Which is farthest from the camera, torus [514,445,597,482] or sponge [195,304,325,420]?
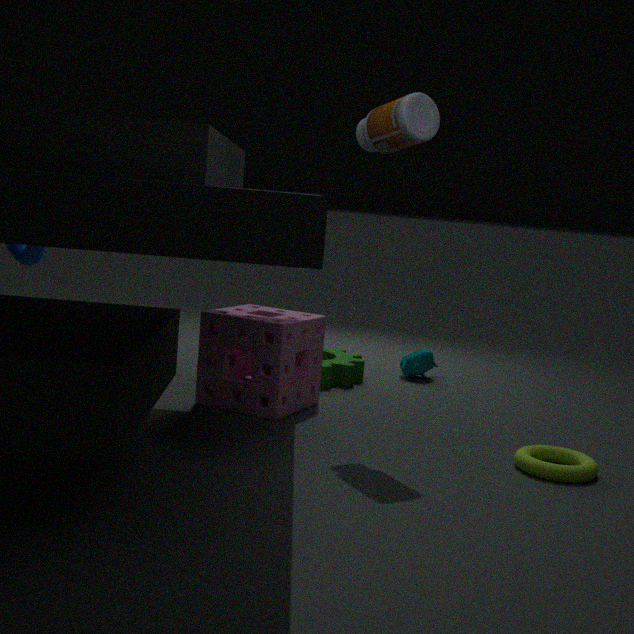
sponge [195,304,325,420]
